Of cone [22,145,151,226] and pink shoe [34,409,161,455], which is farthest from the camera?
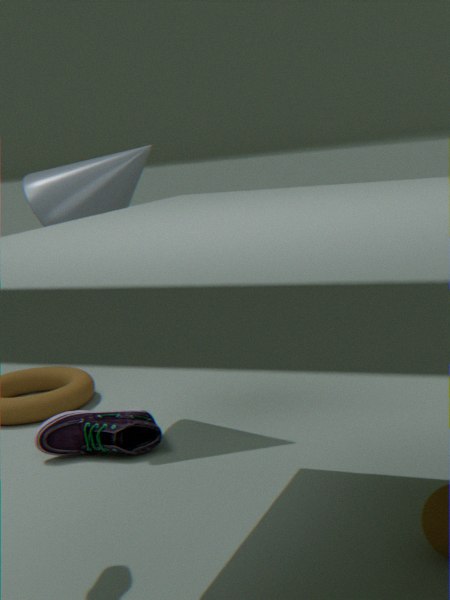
cone [22,145,151,226]
